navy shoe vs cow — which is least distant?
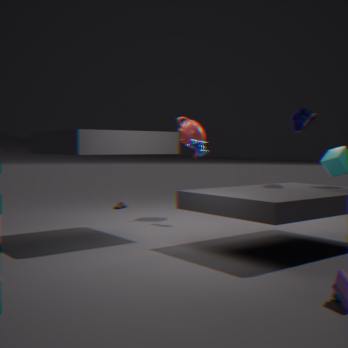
navy shoe
